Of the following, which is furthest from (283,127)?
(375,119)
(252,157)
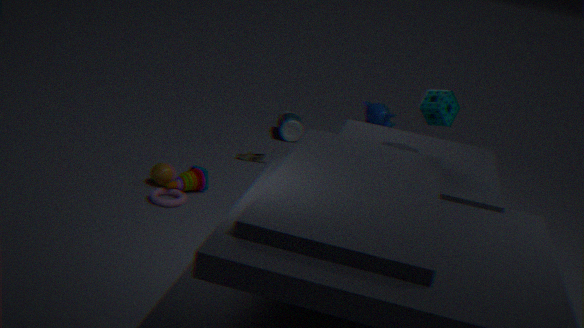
(375,119)
